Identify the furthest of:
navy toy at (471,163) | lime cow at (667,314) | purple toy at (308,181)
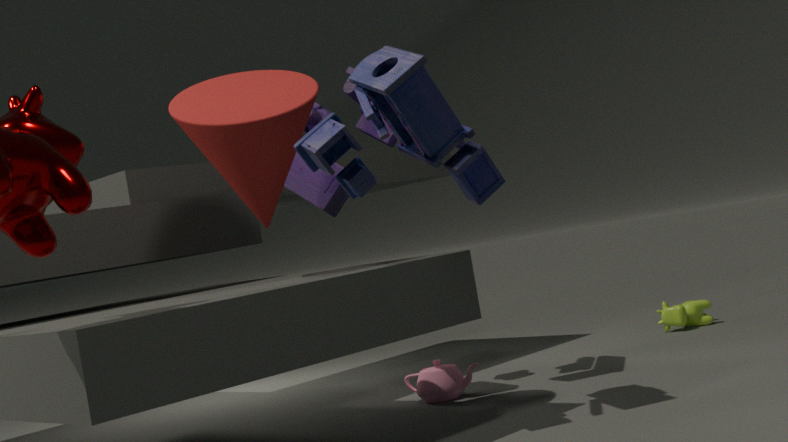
lime cow at (667,314)
